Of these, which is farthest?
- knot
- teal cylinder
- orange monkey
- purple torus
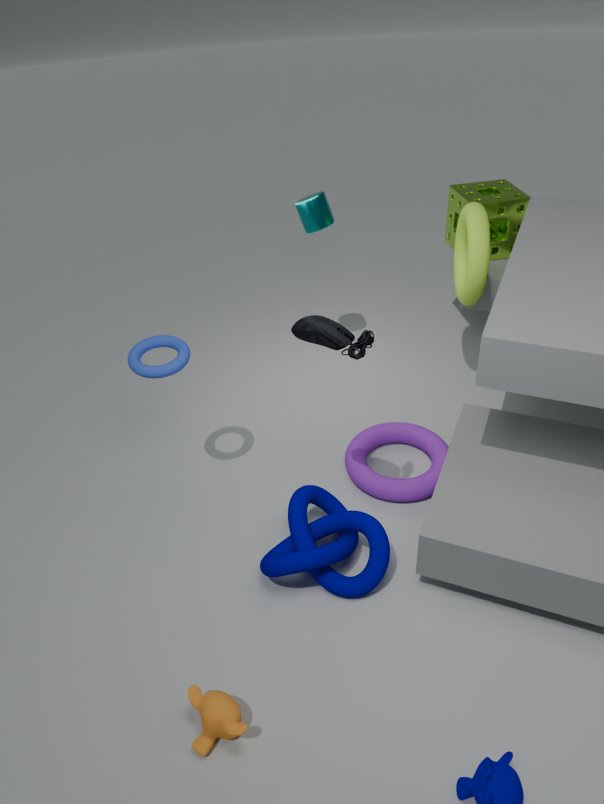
teal cylinder
